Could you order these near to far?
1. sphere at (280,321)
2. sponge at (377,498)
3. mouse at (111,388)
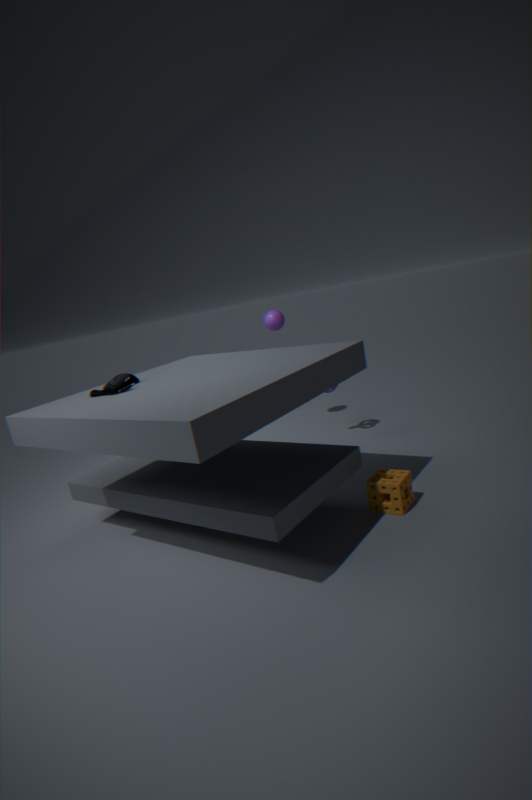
mouse at (111,388)
sponge at (377,498)
sphere at (280,321)
